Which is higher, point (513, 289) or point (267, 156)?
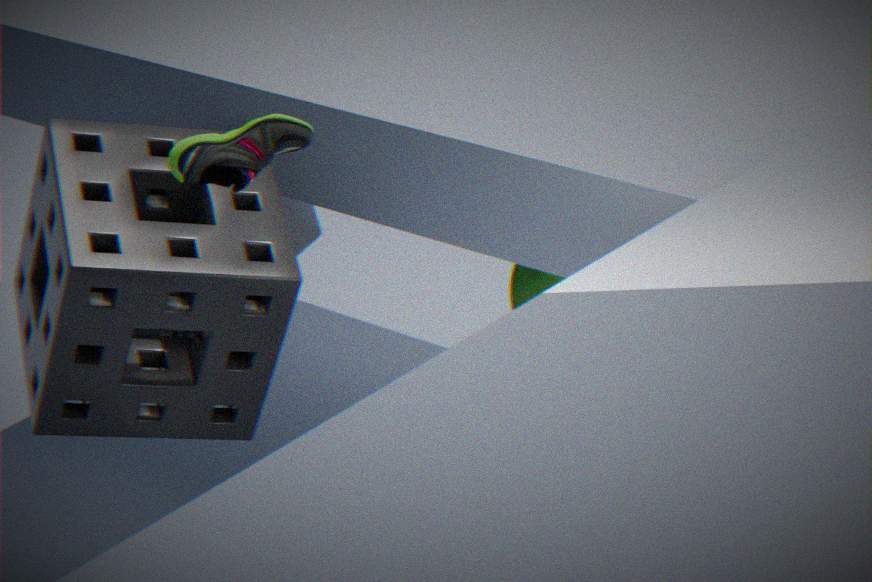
point (267, 156)
